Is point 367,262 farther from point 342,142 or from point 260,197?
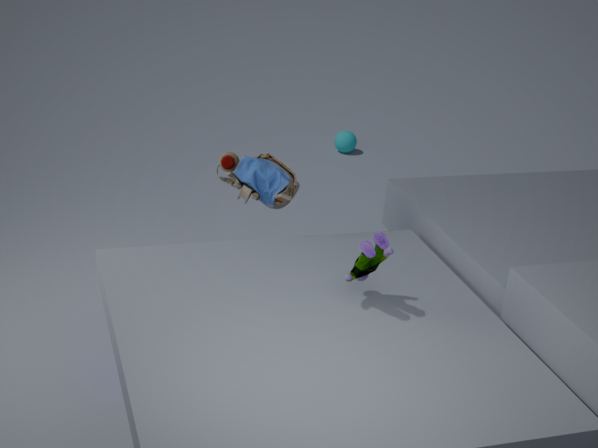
point 342,142
